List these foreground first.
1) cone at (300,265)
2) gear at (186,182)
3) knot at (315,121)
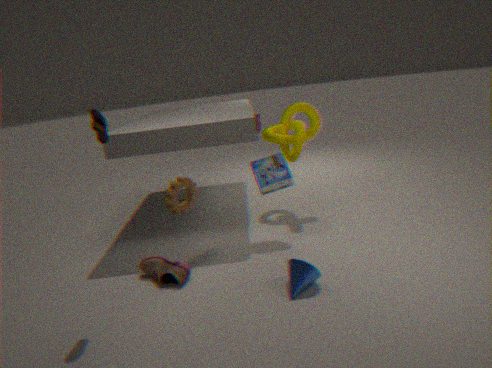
1. cone at (300,265) < 2. gear at (186,182) < 3. knot at (315,121)
